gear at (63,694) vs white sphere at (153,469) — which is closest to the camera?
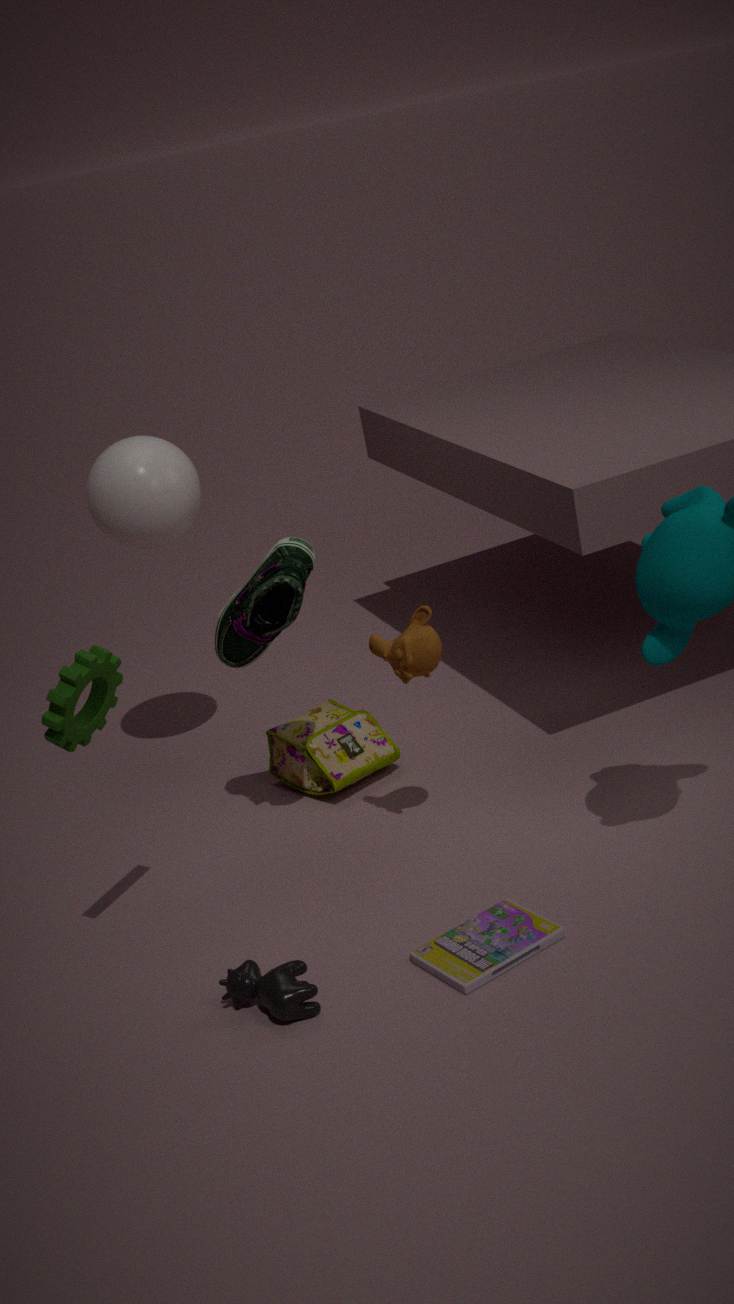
gear at (63,694)
